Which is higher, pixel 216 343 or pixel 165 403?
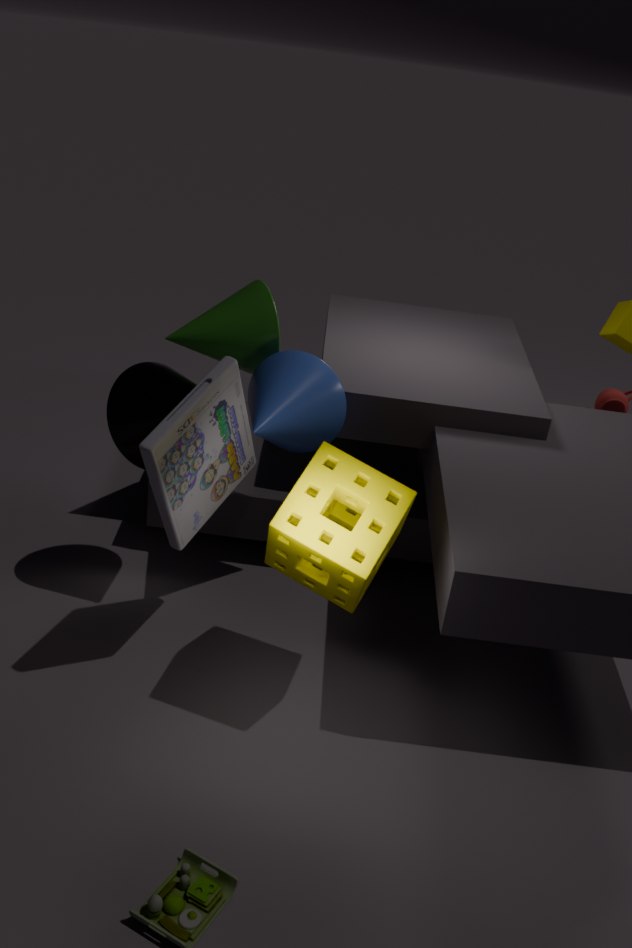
pixel 216 343
